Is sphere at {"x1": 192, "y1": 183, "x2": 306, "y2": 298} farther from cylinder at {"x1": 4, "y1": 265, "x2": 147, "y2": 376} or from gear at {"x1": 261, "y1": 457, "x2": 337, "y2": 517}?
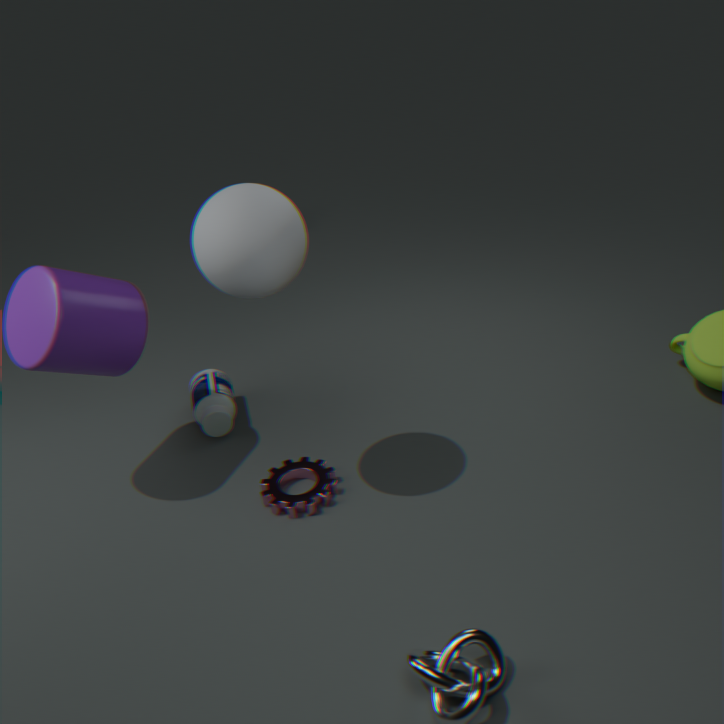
gear at {"x1": 261, "y1": 457, "x2": 337, "y2": 517}
